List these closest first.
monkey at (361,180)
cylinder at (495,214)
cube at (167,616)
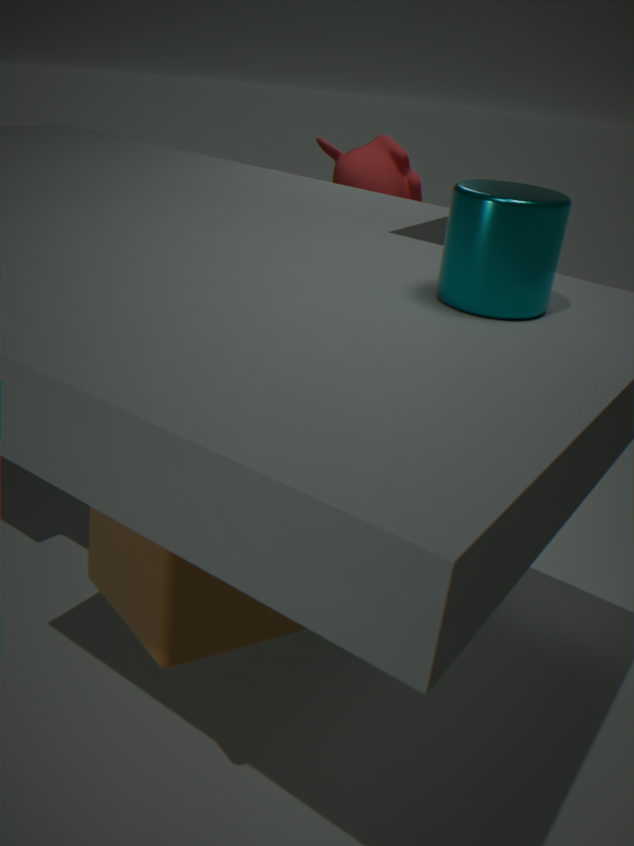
cylinder at (495,214), cube at (167,616), monkey at (361,180)
